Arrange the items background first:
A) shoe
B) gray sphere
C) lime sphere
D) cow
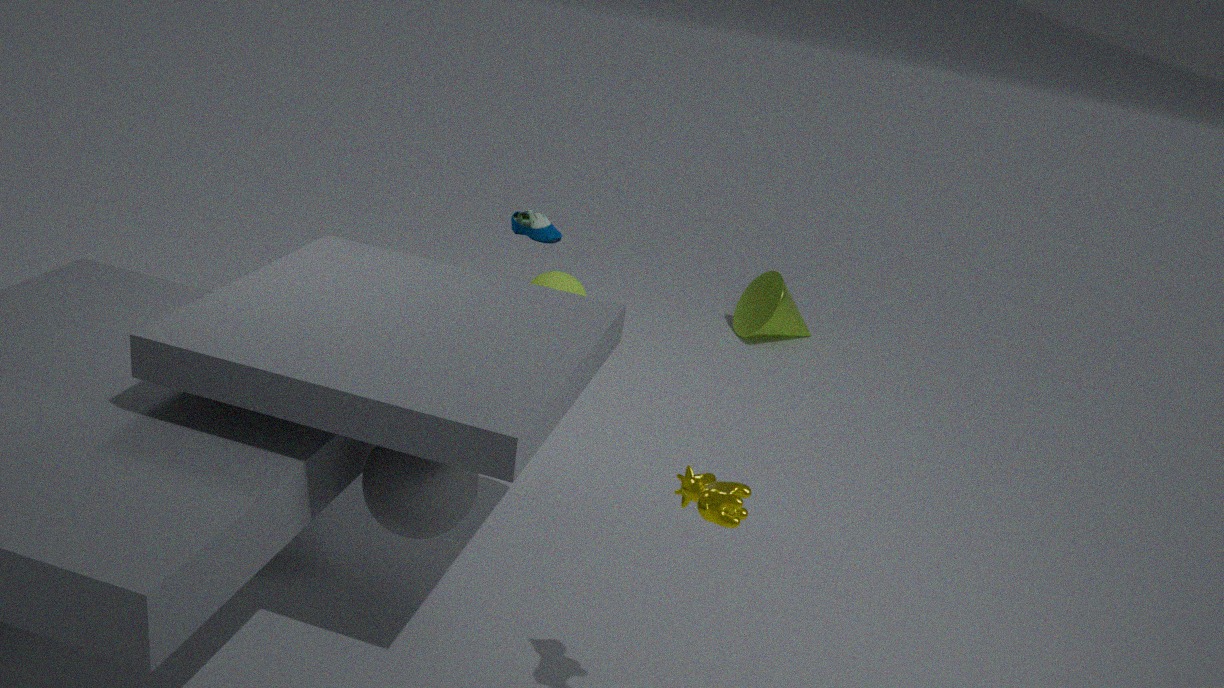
lime sphere → shoe → gray sphere → cow
